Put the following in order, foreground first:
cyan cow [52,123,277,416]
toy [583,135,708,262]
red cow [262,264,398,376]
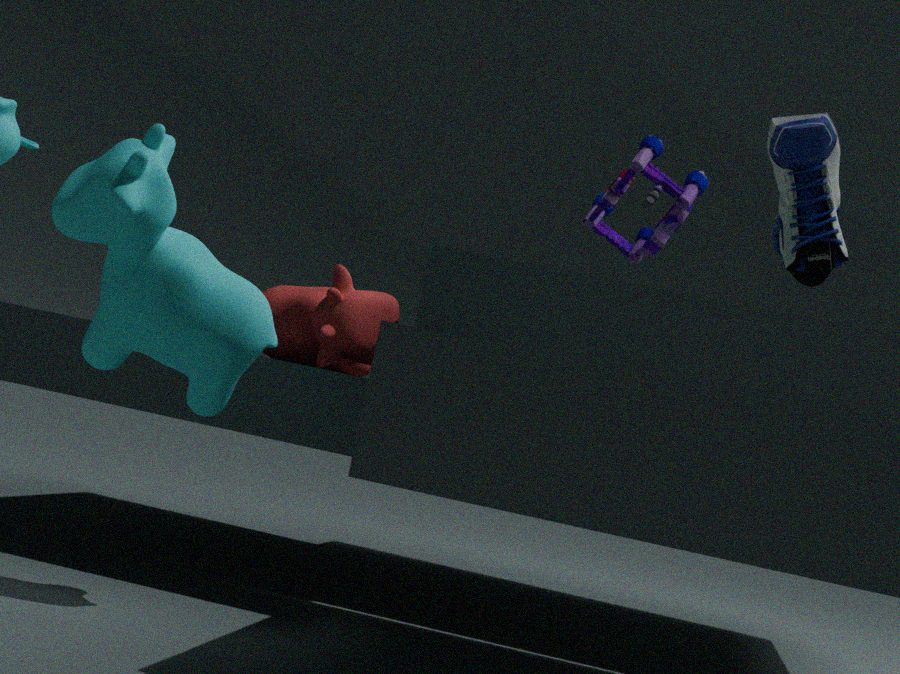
cyan cow [52,123,277,416]
toy [583,135,708,262]
red cow [262,264,398,376]
